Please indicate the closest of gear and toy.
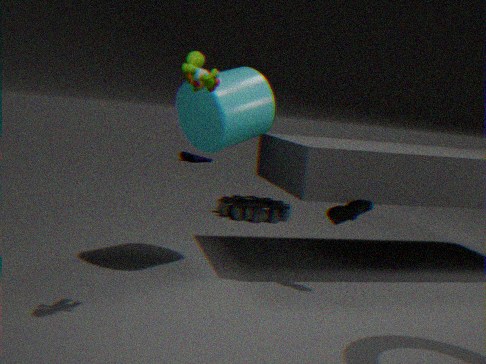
toy
